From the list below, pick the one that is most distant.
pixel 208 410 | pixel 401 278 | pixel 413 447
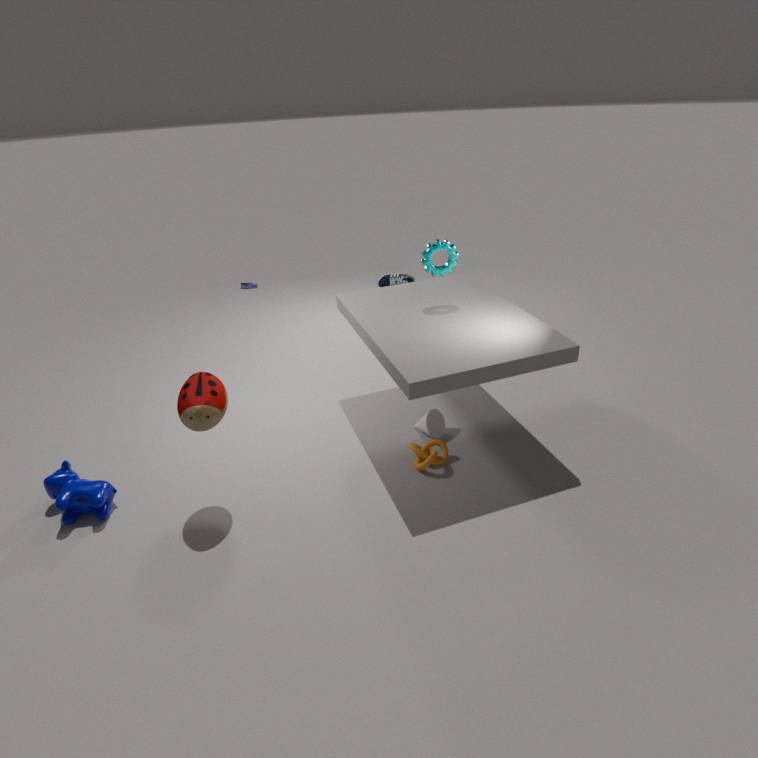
→ pixel 401 278
